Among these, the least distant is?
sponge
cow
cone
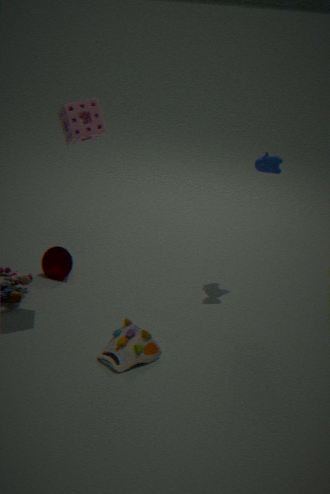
sponge
